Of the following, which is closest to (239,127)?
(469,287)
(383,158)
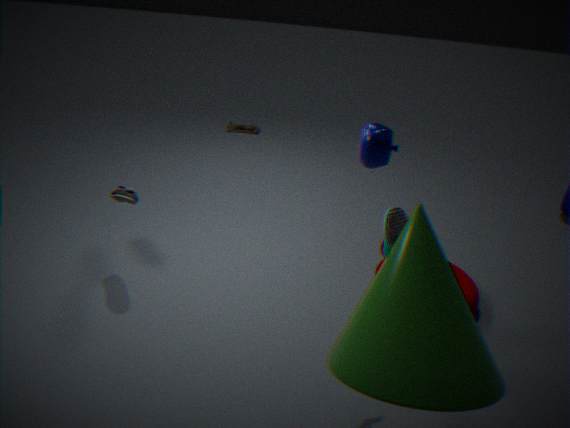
(469,287)
